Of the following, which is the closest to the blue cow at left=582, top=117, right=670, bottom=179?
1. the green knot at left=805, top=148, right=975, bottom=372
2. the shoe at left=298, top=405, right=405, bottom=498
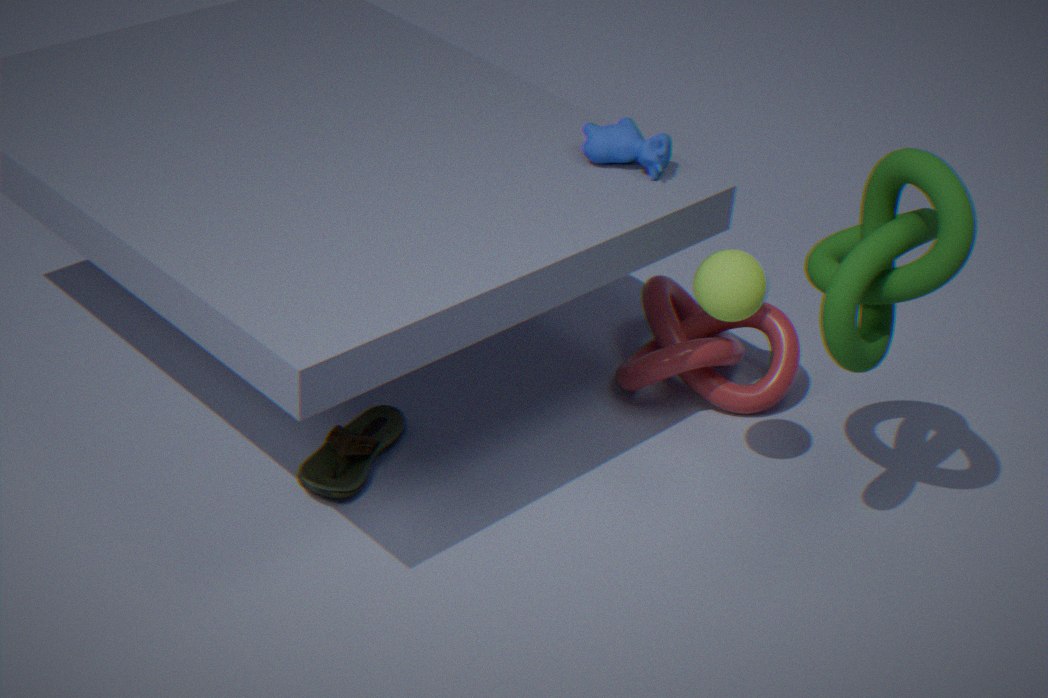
the green knot at left=805, top=148, right=975, bottom=372
